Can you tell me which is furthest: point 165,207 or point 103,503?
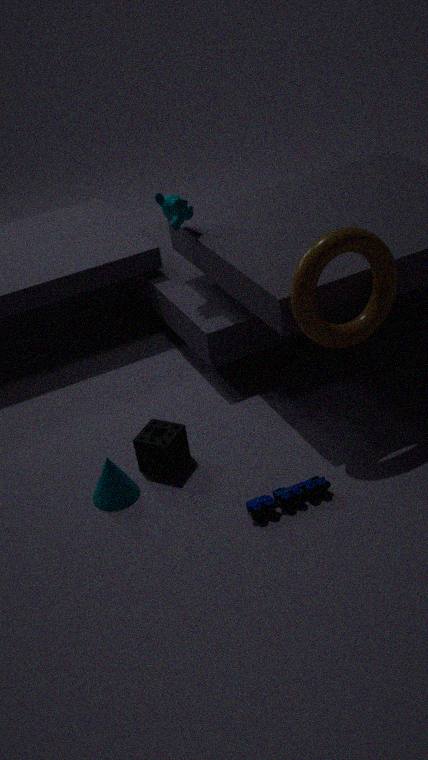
point 165,207
